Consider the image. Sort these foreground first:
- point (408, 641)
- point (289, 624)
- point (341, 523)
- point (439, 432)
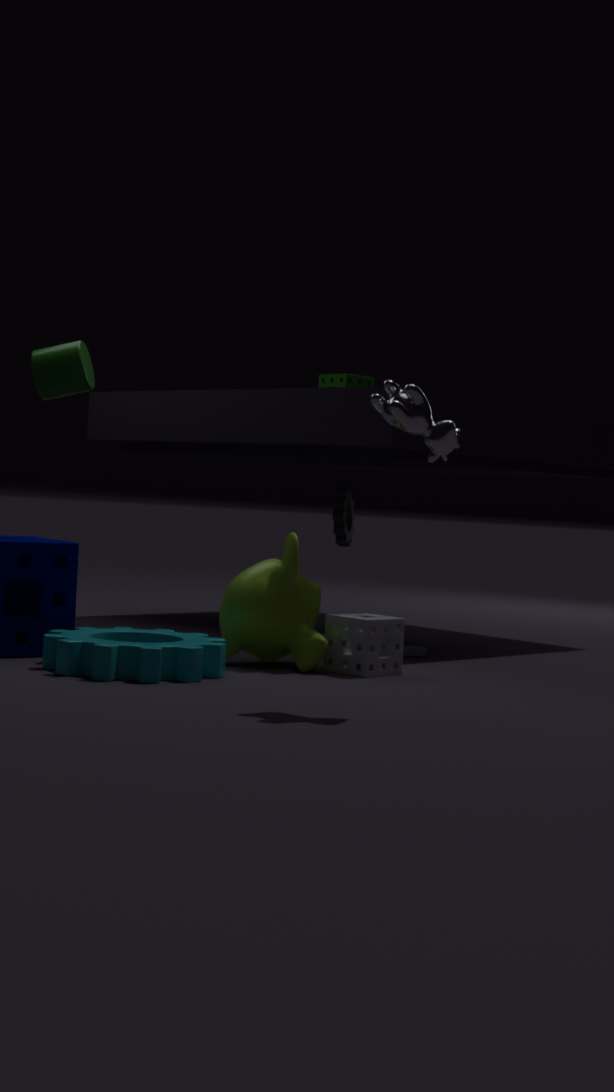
1. point (439, 432)
2. point (289, 624)
3. point (408, 641)
4. point (341, 523)
